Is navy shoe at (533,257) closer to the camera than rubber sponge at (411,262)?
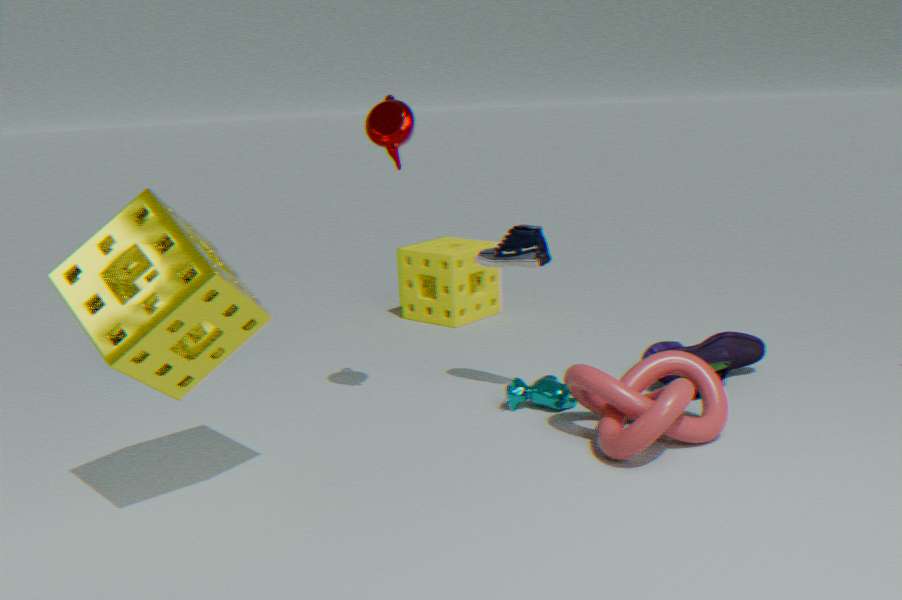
Yes
